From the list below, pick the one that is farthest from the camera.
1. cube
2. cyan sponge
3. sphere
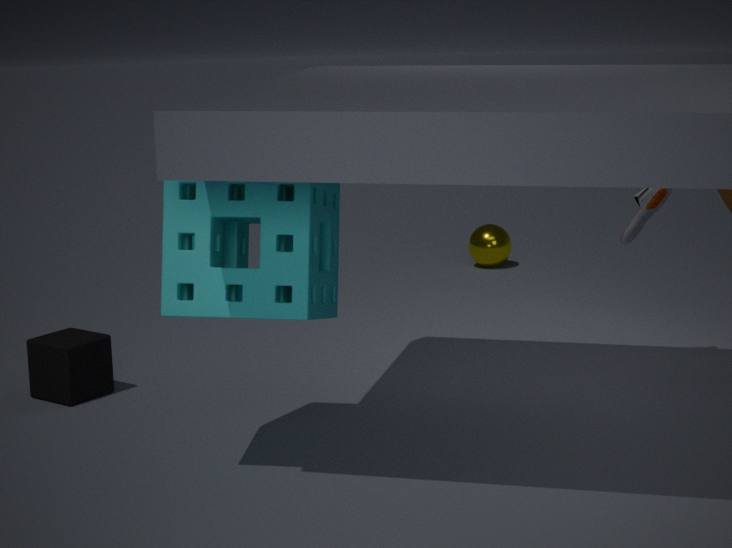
sphere
